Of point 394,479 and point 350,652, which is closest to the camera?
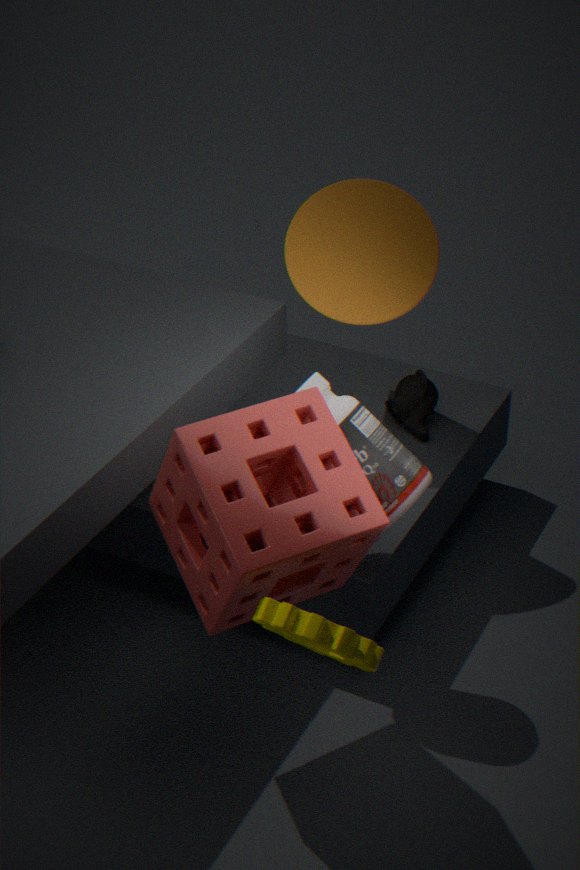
point 350,652
